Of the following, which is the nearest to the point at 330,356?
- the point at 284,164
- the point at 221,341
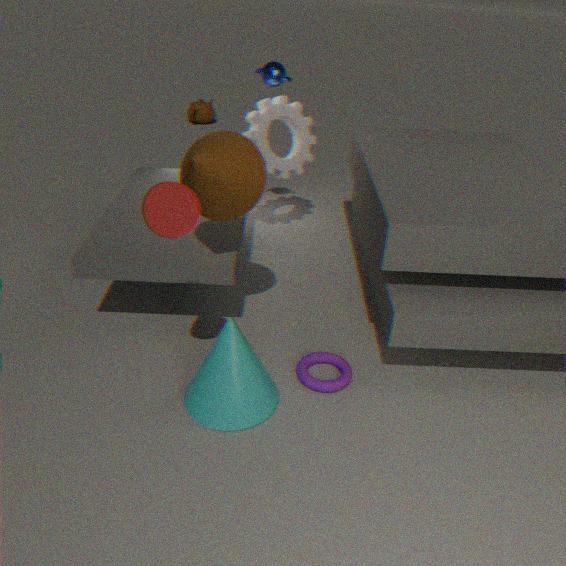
the point at 221,341
